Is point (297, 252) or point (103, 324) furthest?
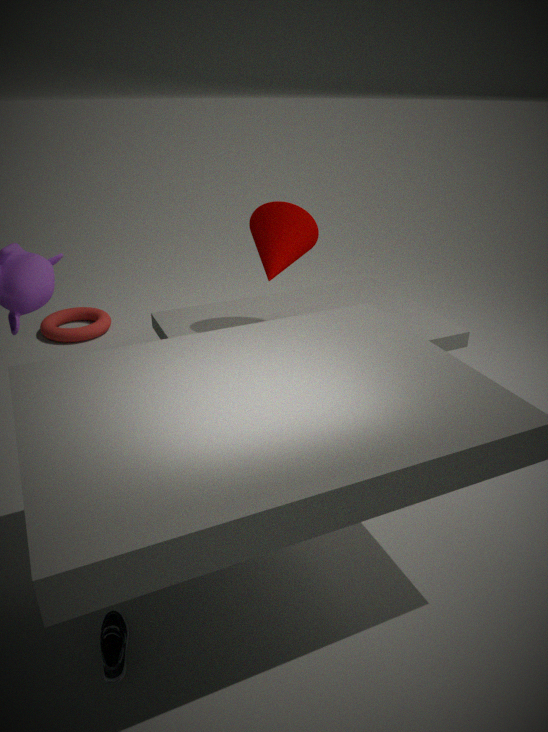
point (103, 324)
